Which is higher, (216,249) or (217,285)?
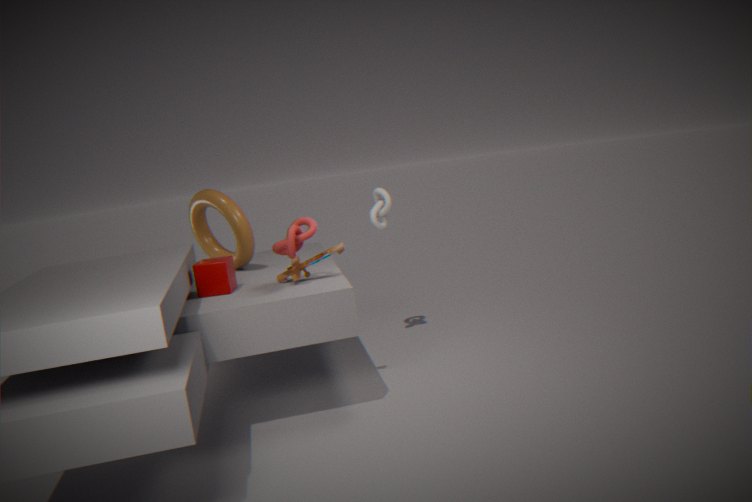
(216,249)
